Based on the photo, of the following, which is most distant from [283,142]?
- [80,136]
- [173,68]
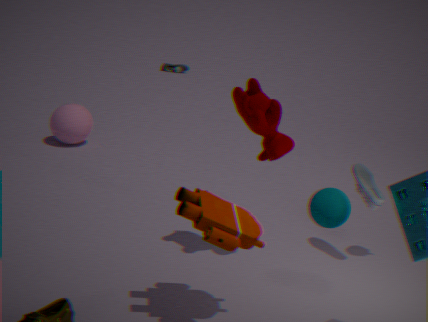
[173,68]
